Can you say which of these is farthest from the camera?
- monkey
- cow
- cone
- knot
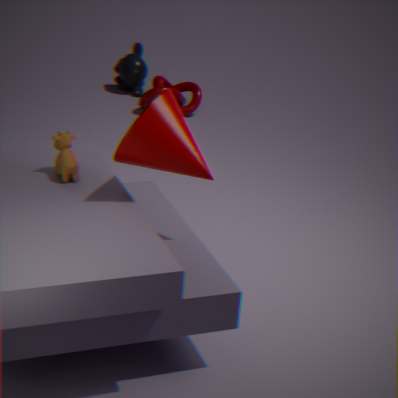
monkey
